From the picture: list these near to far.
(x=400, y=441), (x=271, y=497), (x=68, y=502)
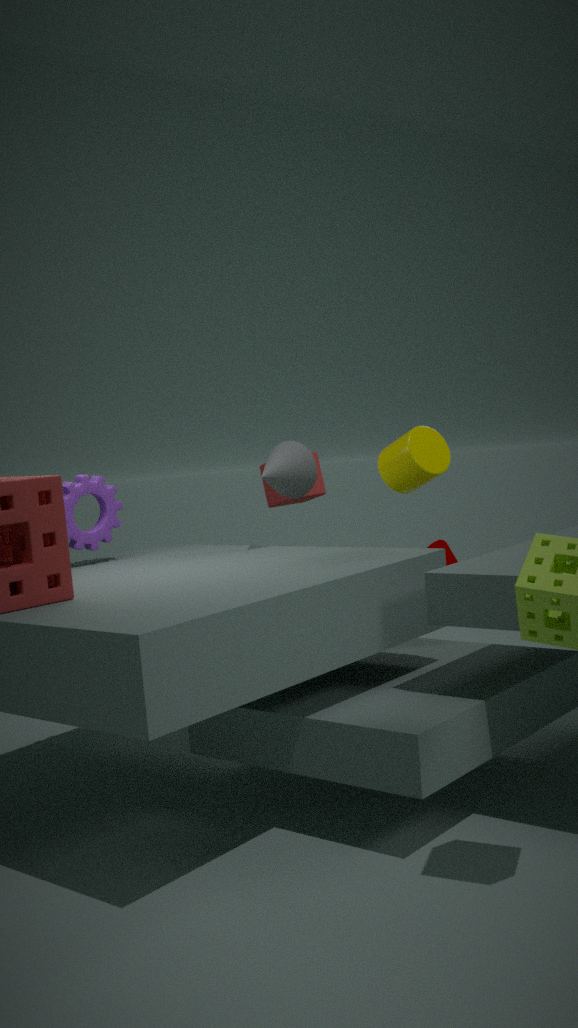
1. (x=400, y=441)
2. (x=68, y=502)
3. (x=271, y=497)
